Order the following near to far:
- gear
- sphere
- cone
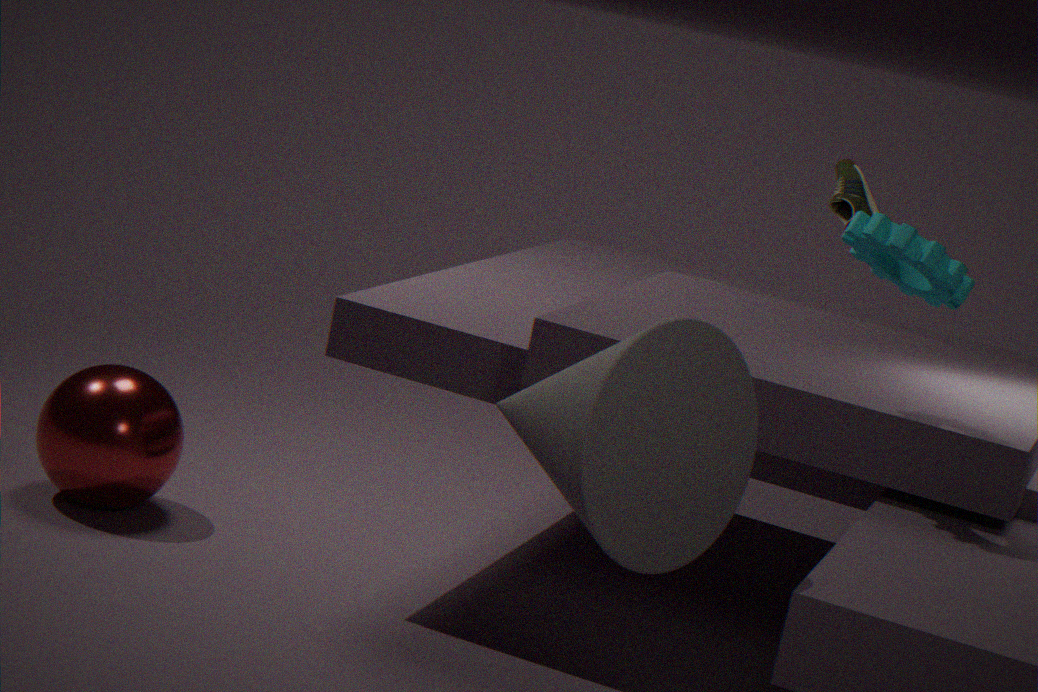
1. cone
2. gear
3. sphere
